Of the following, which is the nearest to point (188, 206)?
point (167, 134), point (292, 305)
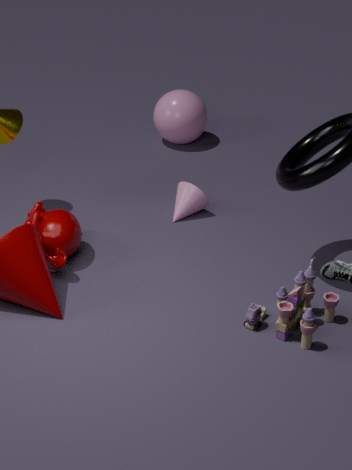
point (167, 134)
